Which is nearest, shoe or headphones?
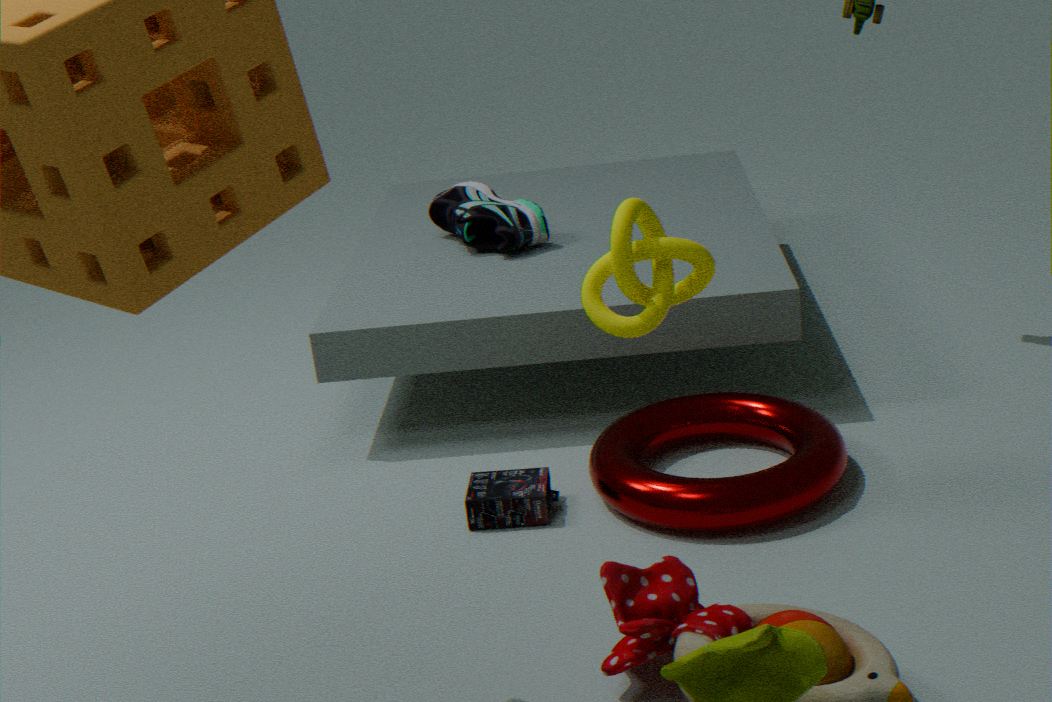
headphones
